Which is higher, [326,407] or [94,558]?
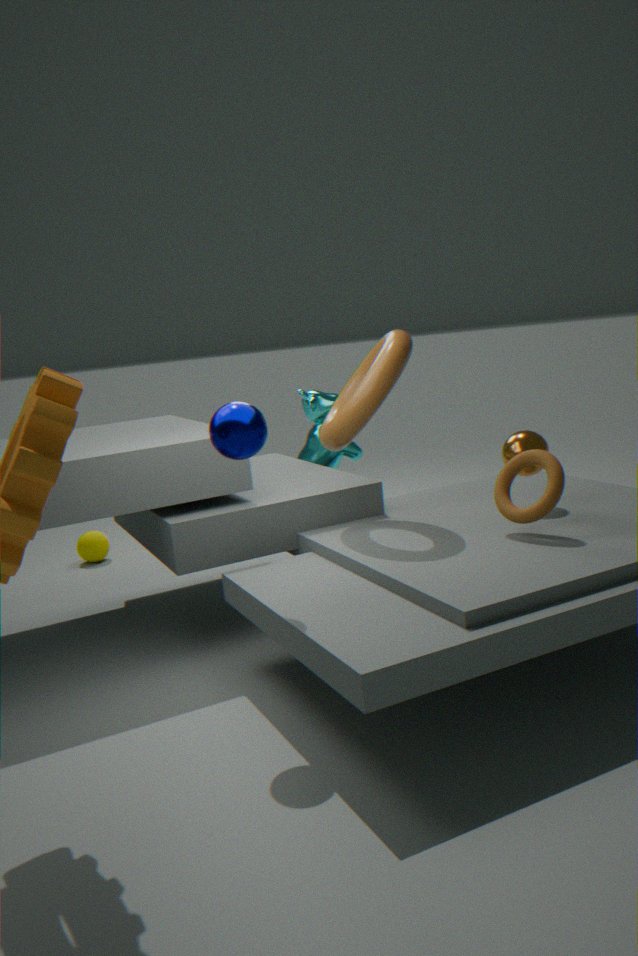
[326,407]
